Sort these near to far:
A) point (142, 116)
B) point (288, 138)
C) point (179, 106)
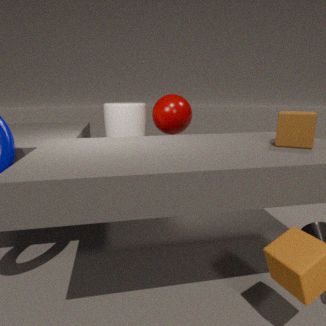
point (288, 138) < point (142, 116) < point (179, 106)
